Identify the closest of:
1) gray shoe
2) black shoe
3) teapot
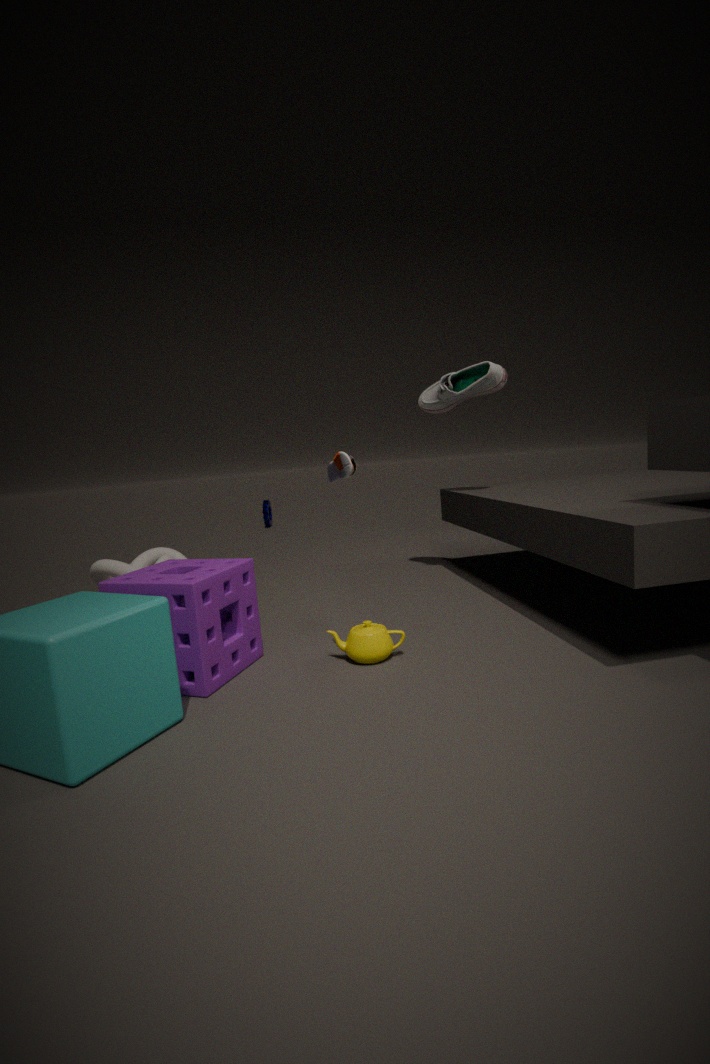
2. black shoe
